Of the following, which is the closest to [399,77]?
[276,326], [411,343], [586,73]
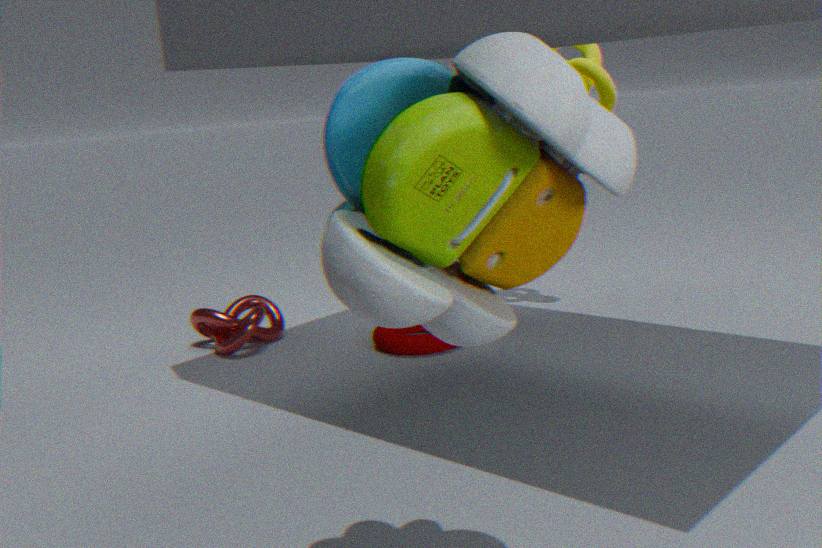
[411,343]
